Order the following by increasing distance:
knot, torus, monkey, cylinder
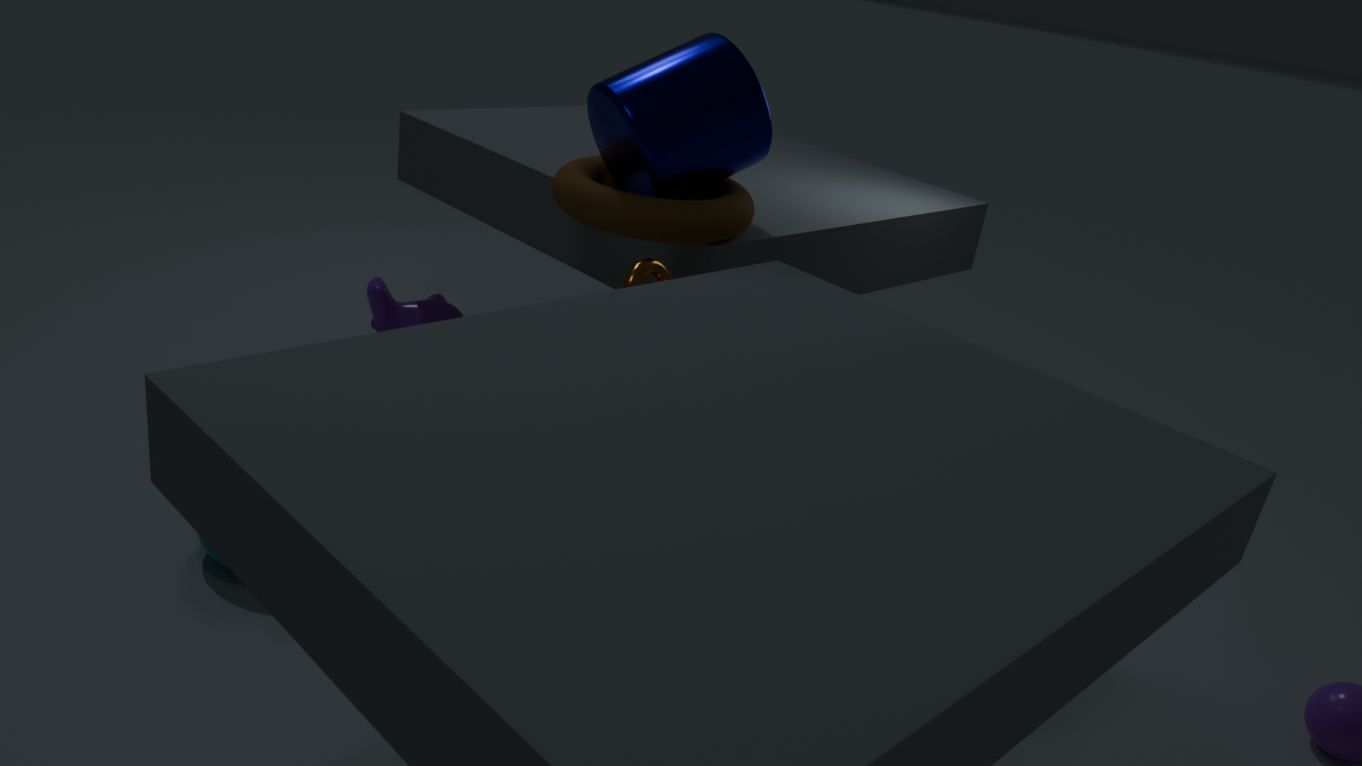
1. knot
2. cylinder
3. torus
4. monkey
